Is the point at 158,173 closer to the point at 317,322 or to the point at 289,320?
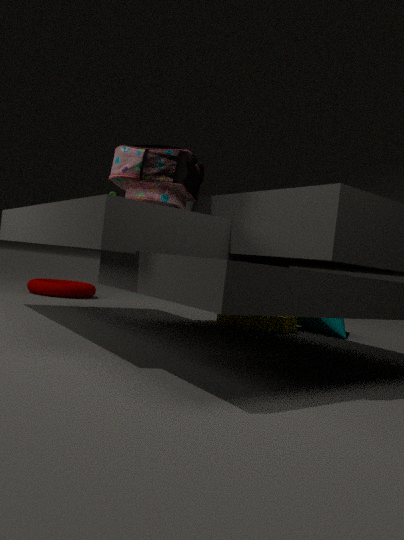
the point at 289,320
